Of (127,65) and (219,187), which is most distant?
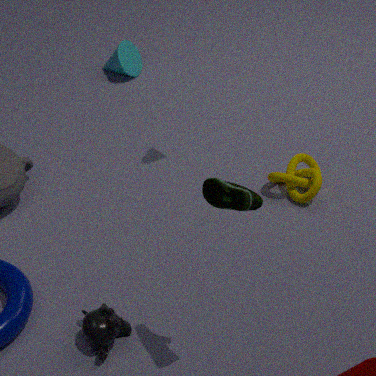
(127,65)
